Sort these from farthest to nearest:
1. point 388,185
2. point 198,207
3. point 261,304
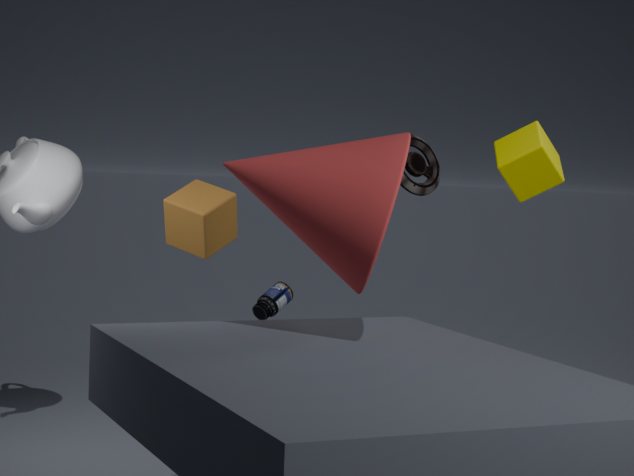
1. point 261,304
2. point 198,207
3. point 388,185
